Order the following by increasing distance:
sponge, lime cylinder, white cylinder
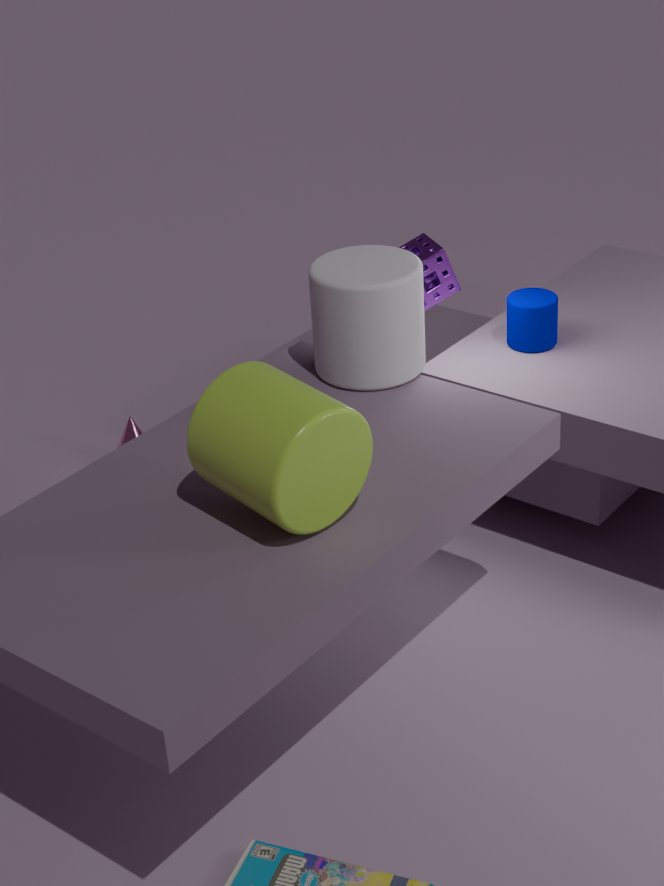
lime cylinder
white cylinder
sponge
